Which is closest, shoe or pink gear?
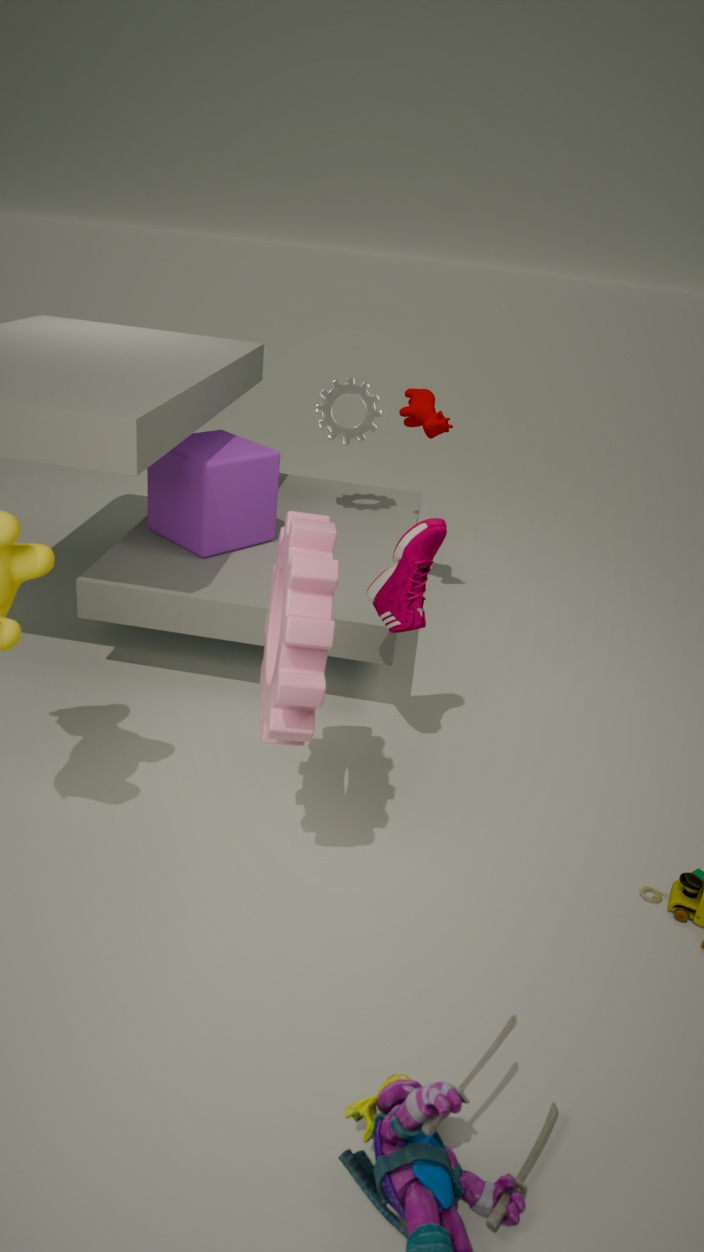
pink gear
